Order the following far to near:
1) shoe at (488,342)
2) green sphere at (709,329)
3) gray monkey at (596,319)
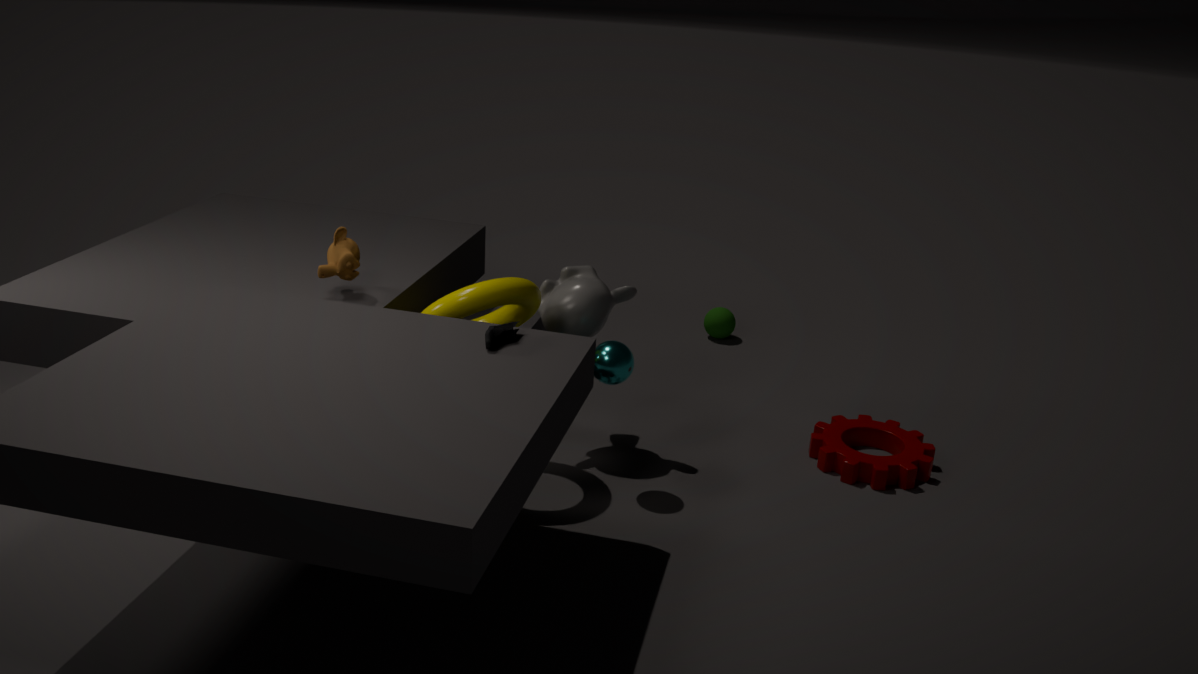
2. green sphere at (709,329)
3. gray monkey at (596,319)
1. shoe at (488,342)
